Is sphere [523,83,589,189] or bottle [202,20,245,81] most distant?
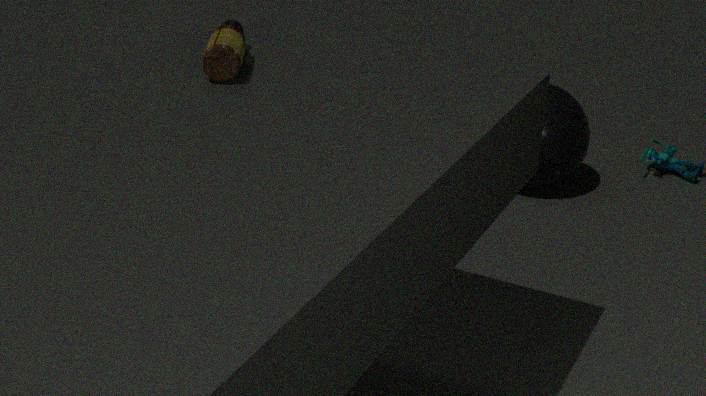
sphere [523,83,589,189]
